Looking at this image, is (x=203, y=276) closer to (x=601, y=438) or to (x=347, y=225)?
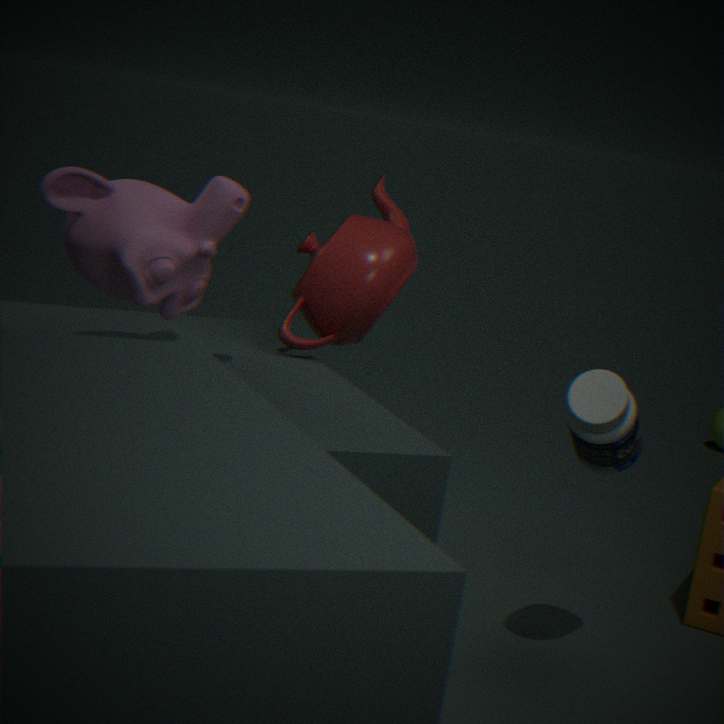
(x=347, y=225)
